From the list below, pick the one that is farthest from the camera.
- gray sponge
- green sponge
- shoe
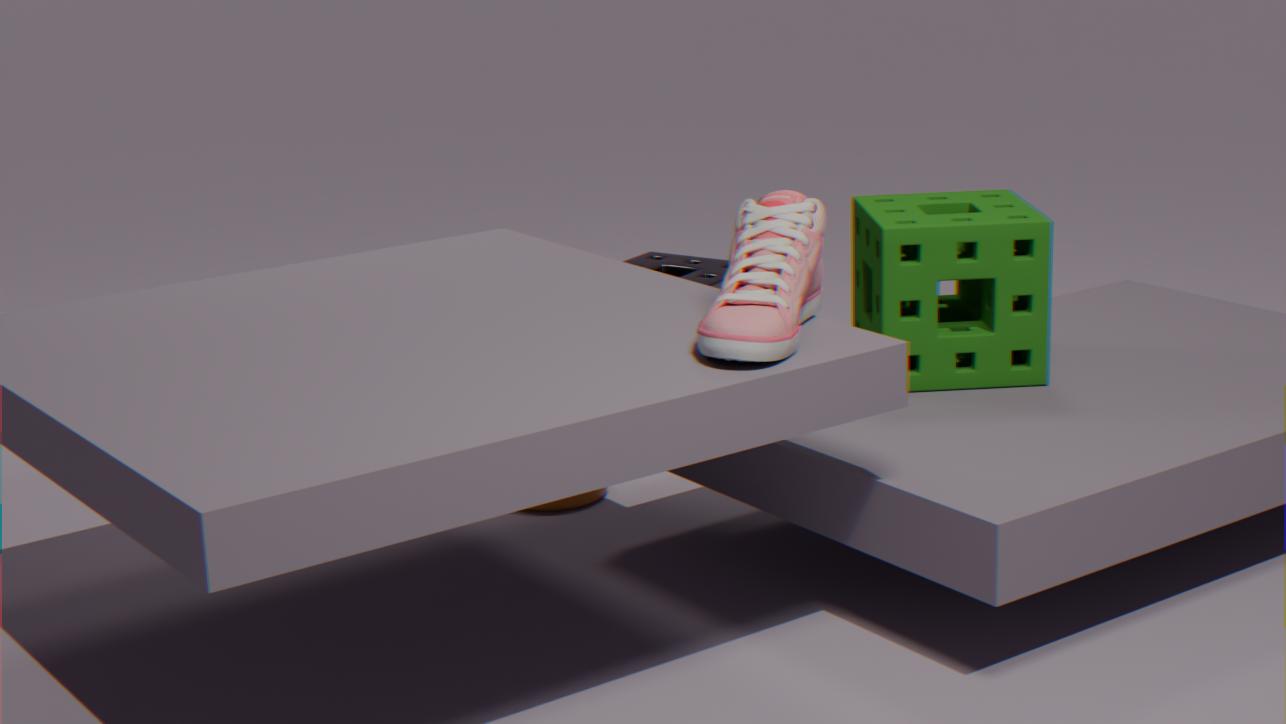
gray sponge
